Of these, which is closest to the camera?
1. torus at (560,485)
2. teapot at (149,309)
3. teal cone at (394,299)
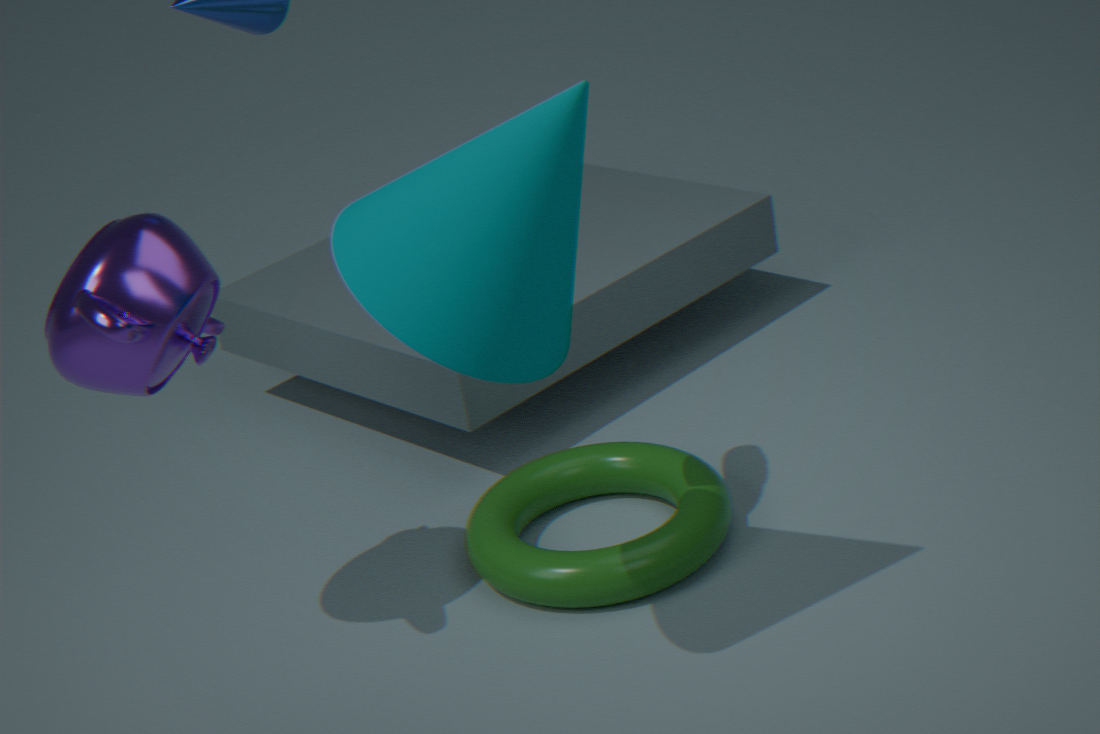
teal cone at (394,299)
